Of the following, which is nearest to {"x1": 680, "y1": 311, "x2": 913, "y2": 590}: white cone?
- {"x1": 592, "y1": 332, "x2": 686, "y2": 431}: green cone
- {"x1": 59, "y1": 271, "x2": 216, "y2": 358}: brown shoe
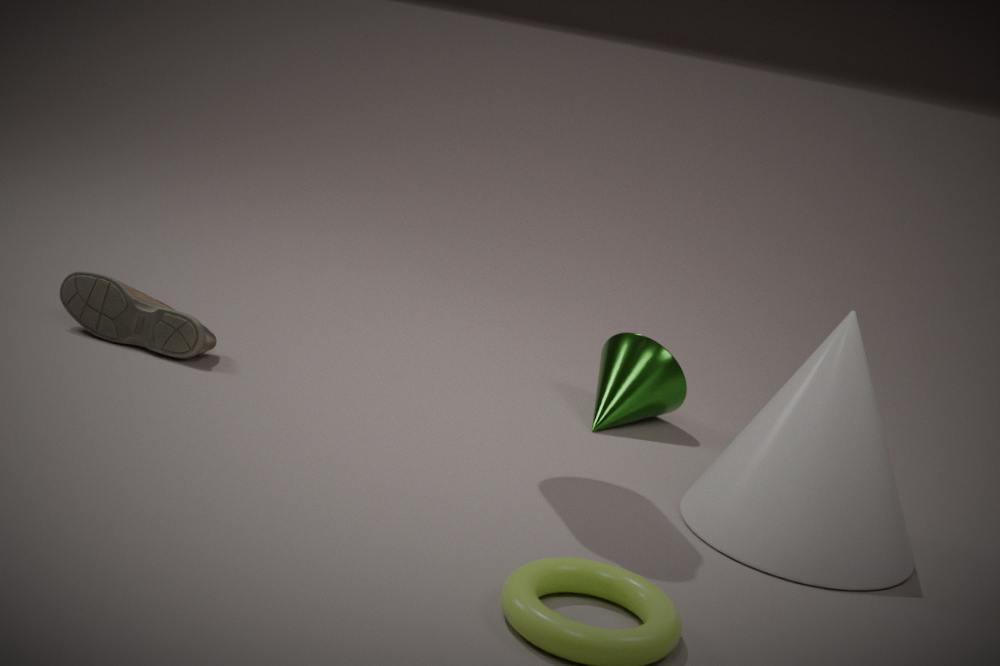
{"x1": 592, "y1": 332, "x2": 686, "y2": 431}: green cone
